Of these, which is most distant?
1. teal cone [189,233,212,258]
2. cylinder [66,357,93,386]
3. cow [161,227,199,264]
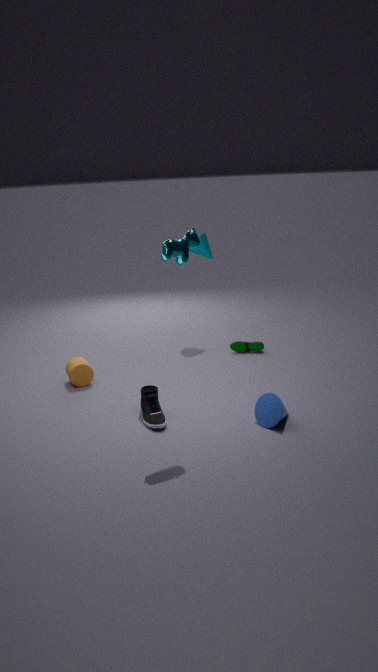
teal cone [189,233,212,258]
